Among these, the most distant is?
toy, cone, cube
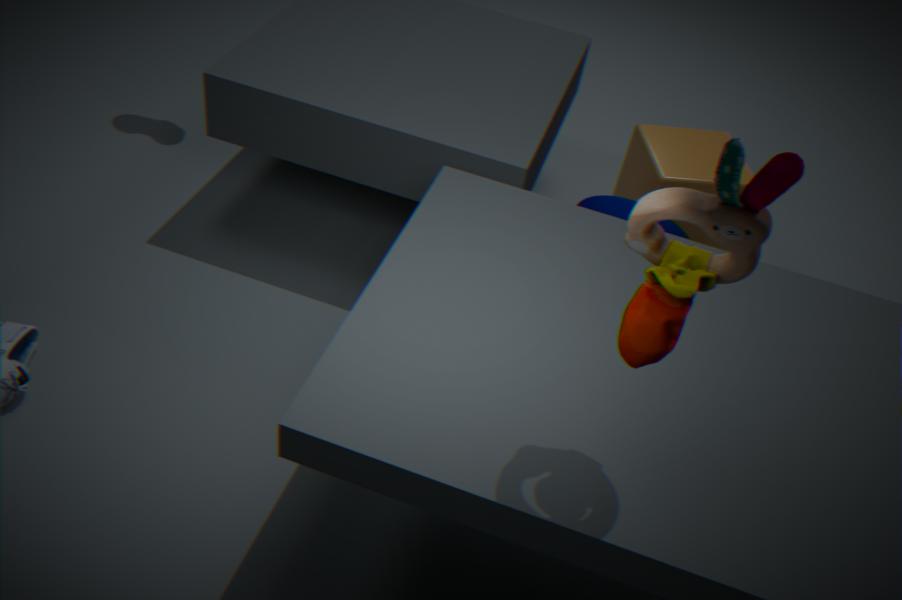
cube
